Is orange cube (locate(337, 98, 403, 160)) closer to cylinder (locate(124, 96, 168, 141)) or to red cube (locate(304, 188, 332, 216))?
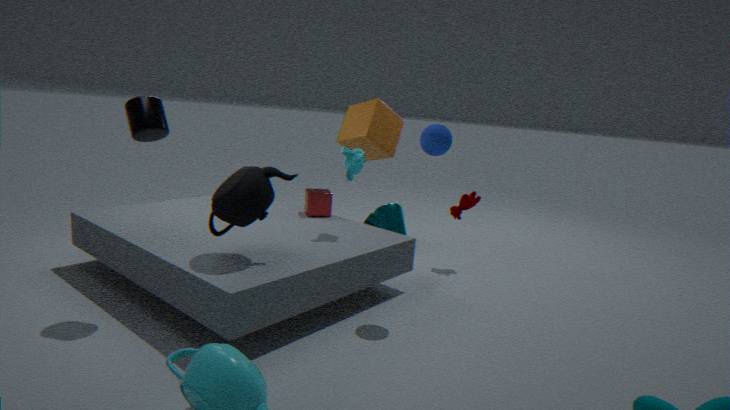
red cube (locate(304, 188, 332, 216))
